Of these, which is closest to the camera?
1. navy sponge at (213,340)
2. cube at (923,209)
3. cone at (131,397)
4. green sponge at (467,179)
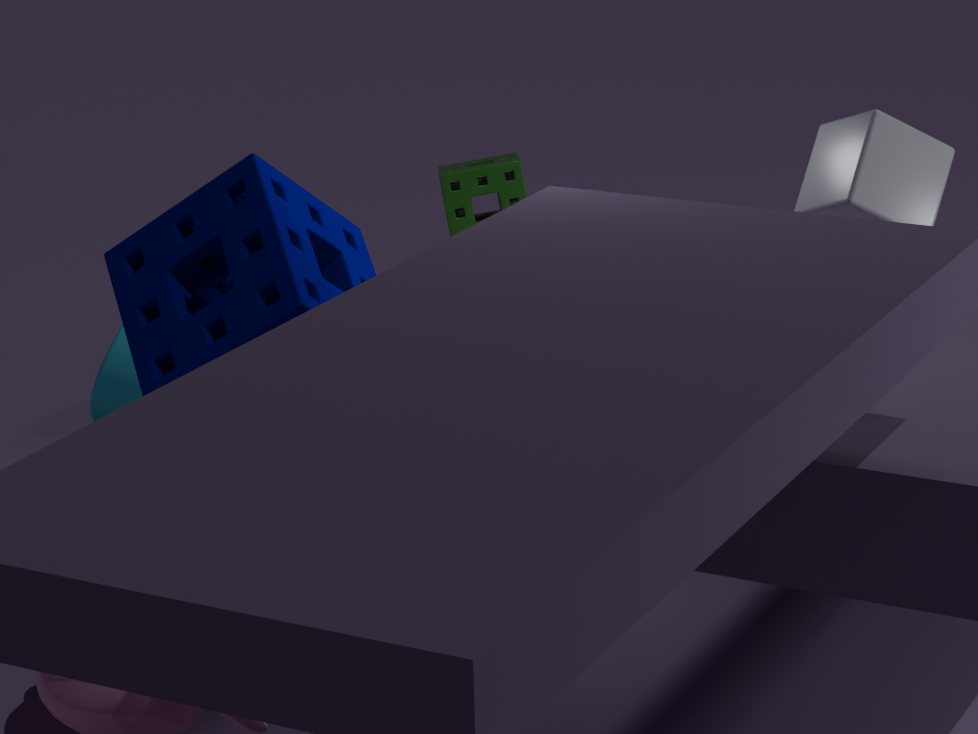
cube at (923,209)
